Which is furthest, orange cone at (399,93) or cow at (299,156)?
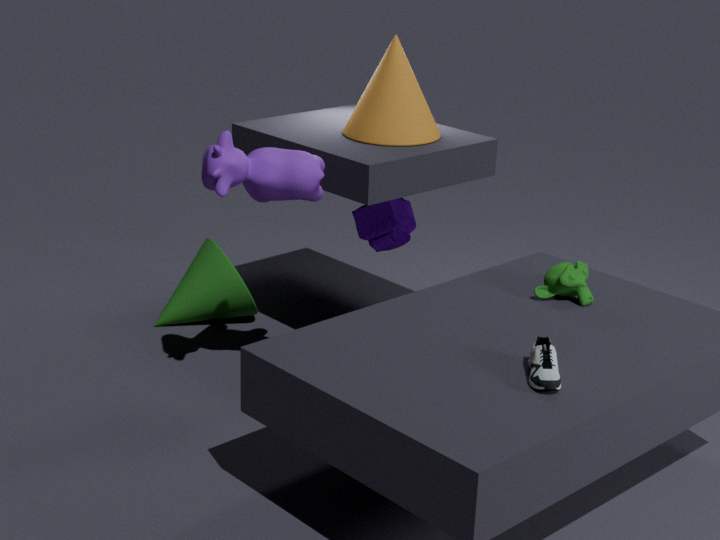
orange cone at (399,93)
